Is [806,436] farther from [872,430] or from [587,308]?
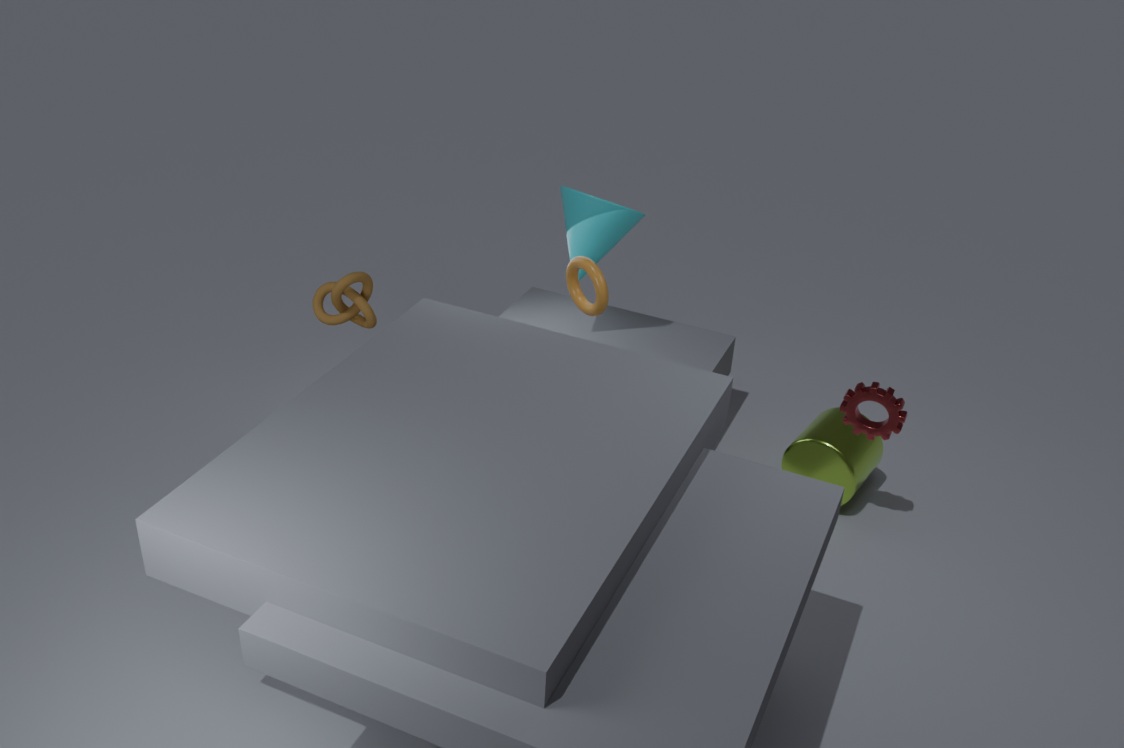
[587,308]
